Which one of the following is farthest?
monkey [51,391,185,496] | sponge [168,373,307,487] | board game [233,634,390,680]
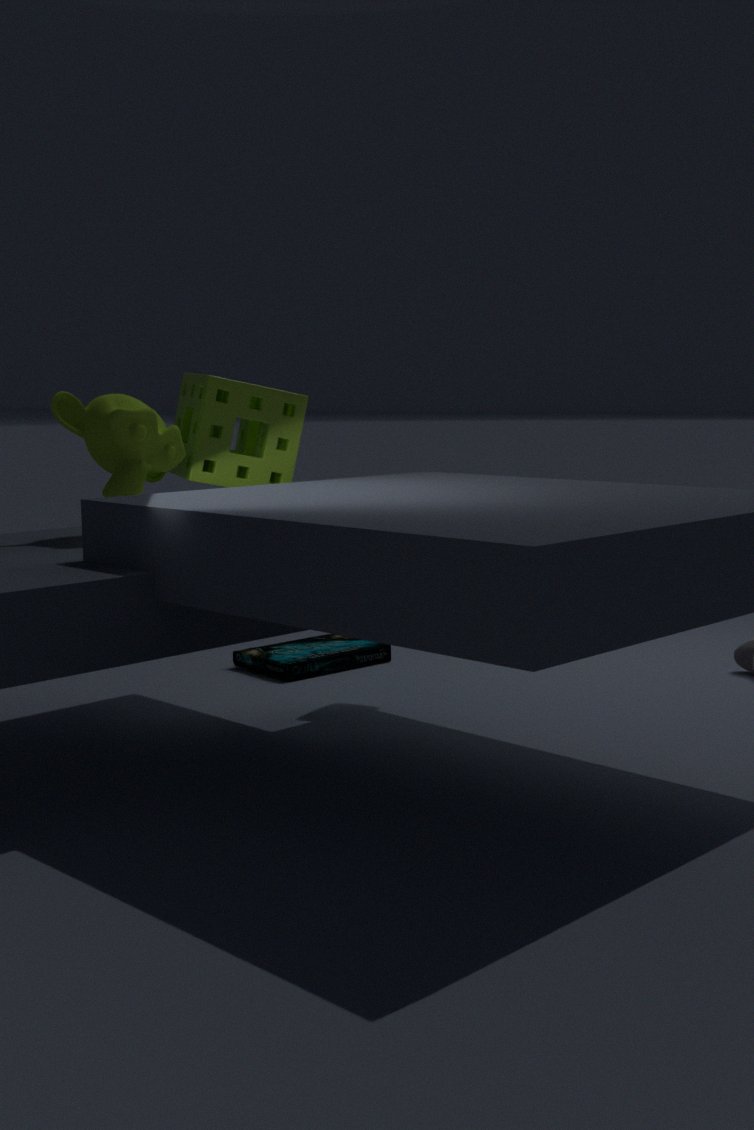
board game [233,634,390,680]
